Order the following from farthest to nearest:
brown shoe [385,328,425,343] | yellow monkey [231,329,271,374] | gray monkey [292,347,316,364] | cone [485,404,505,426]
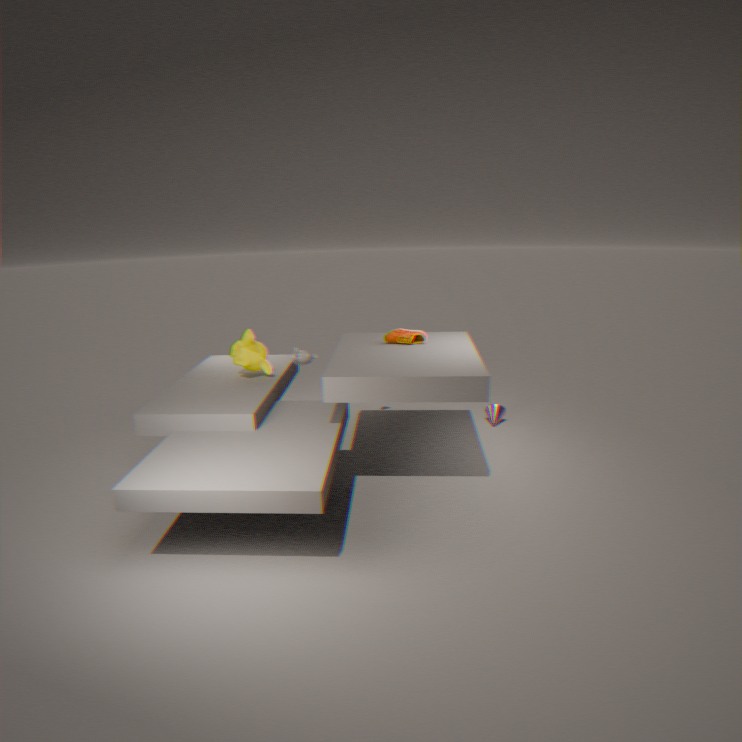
cone [485,404,505,426] → brown shoe [385,328,425,343] → yellow monkey [231,329,271,374] → gray monkey [292,347,316,364]
